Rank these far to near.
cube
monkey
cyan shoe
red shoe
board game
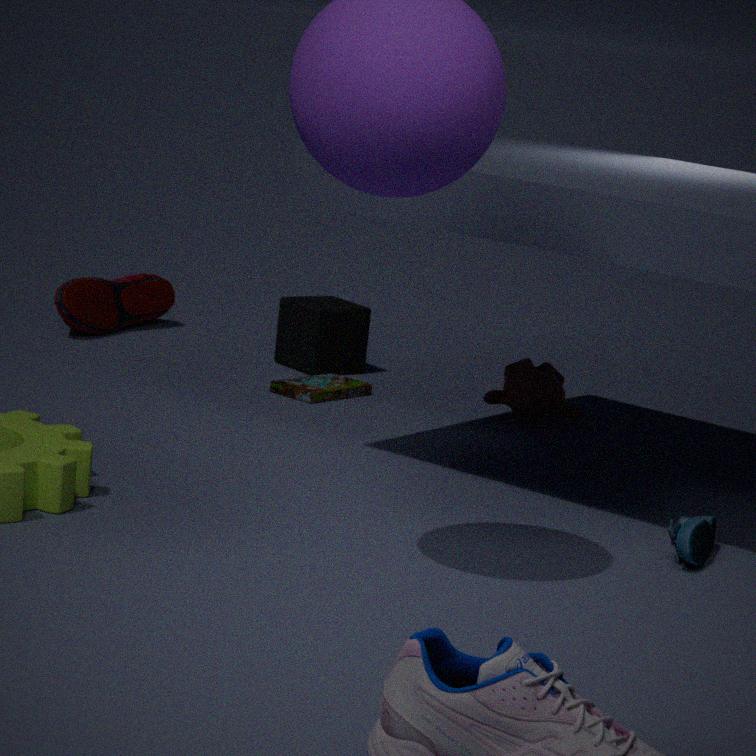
red shoe → cube → monkey → board game → cyan shoe
